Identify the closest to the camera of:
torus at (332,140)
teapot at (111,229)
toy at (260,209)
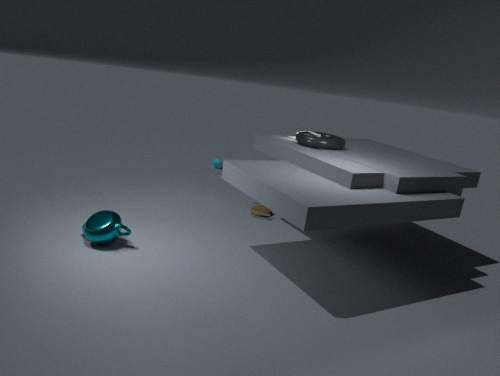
teapot at (111,229)
